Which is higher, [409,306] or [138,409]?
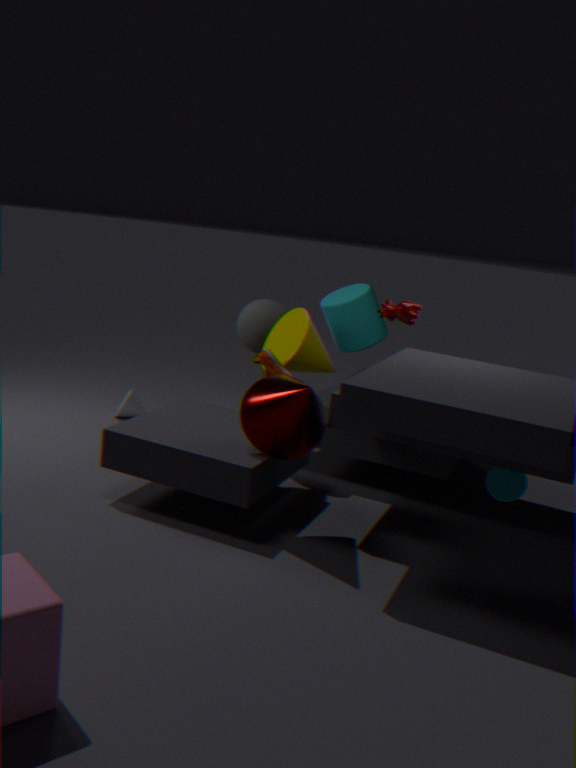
[409,306]
